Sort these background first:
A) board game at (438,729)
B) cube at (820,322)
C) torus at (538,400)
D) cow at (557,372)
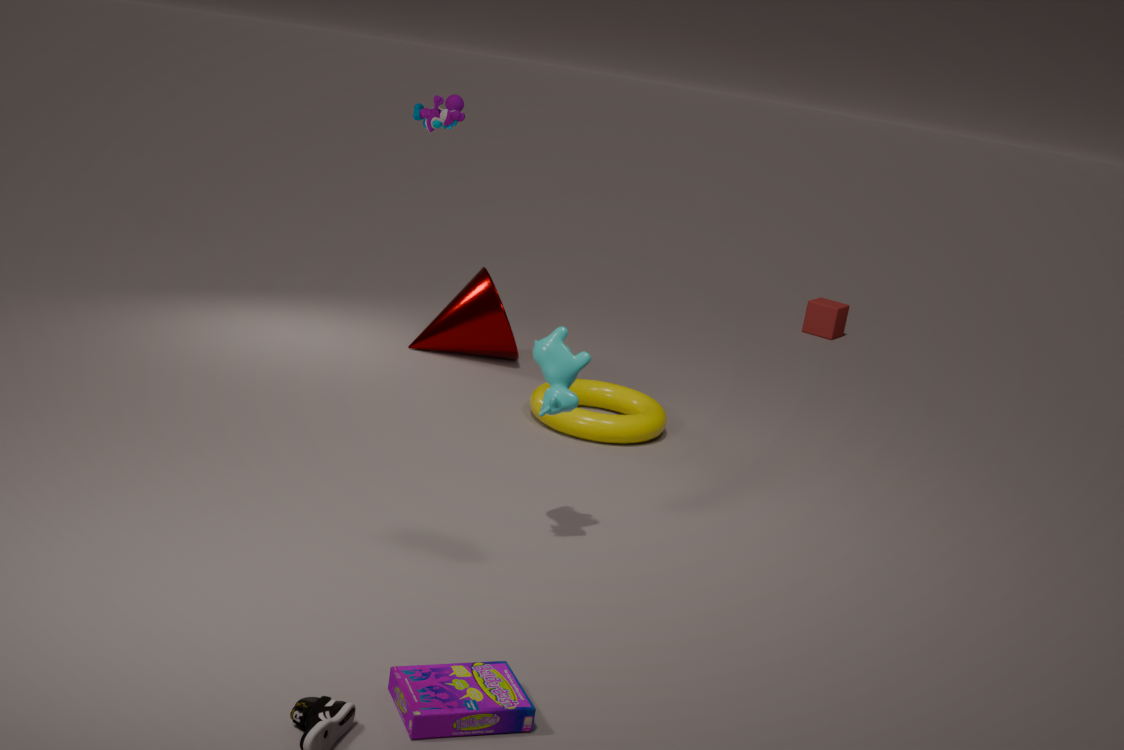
cube at (820,322) → torus at (538,400) → cow at (557,372) → board game at (438,729)
